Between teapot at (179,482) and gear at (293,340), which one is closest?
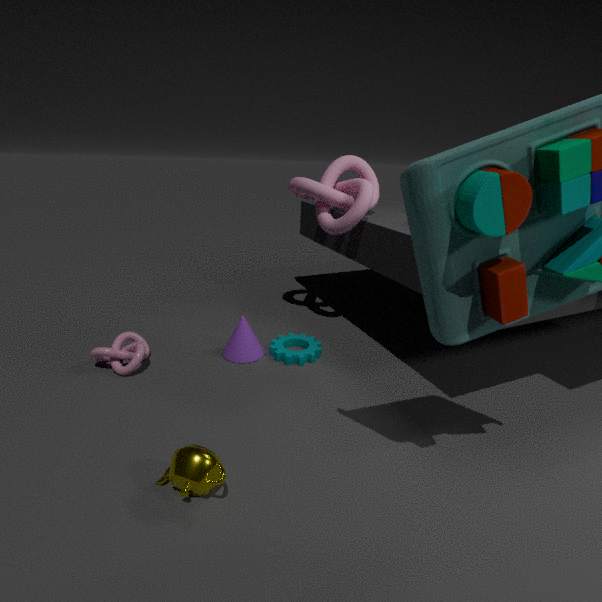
teapot at (179,482)
